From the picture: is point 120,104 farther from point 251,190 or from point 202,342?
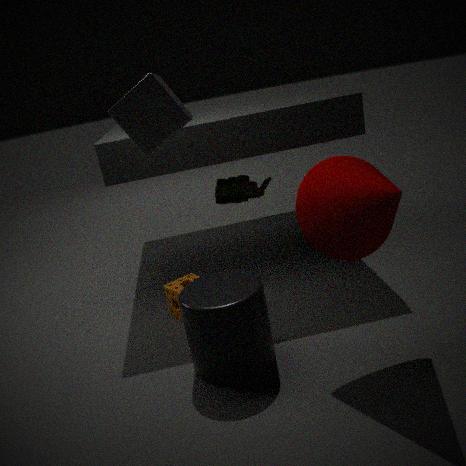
point 251,190
